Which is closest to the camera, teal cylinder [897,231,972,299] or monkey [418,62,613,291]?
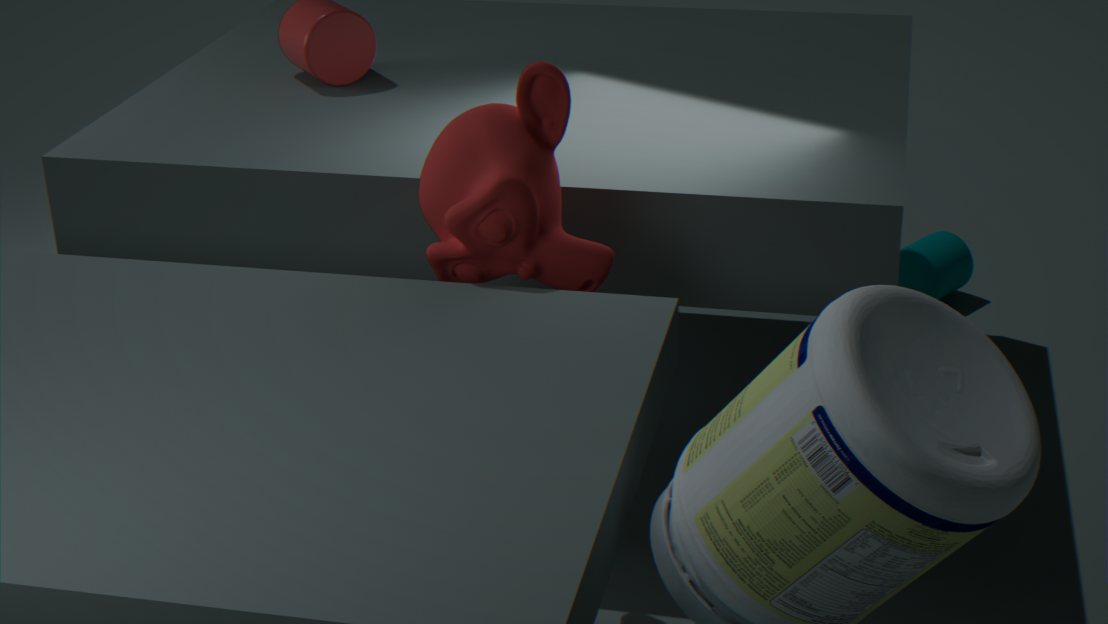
monkey [418,62,613,291]
